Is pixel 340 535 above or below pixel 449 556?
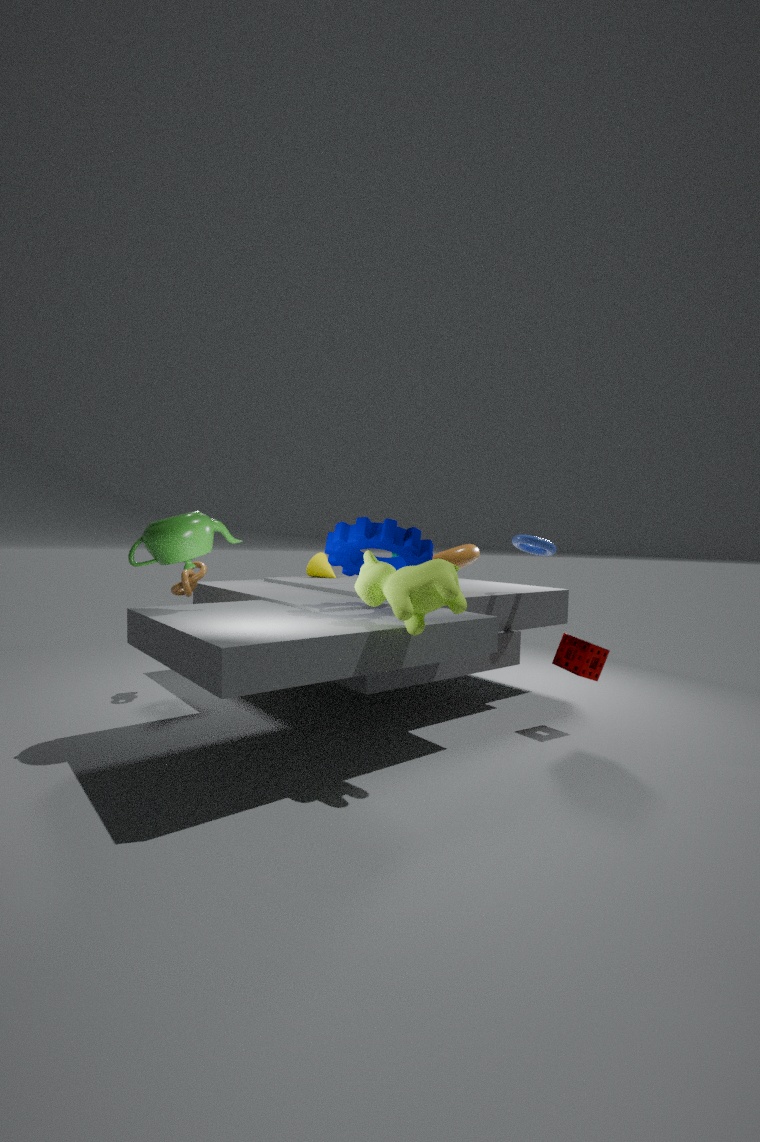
above
